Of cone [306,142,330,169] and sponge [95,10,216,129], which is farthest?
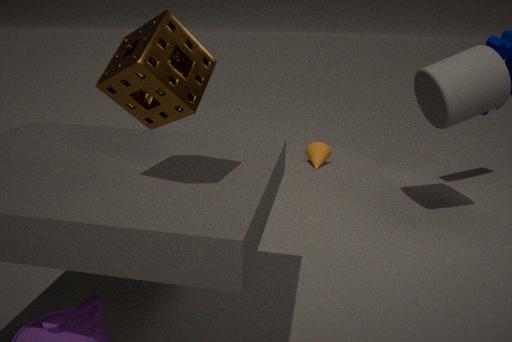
cone [306,142,330,169]
